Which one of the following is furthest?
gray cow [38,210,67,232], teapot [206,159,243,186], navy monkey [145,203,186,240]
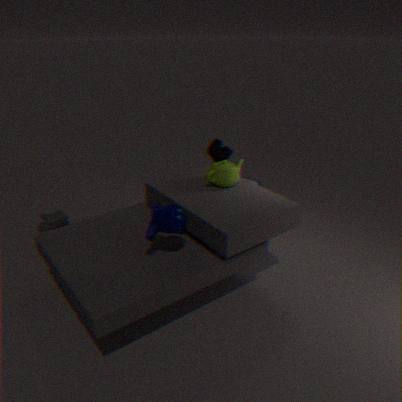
gray cow [38,210,67,232]
